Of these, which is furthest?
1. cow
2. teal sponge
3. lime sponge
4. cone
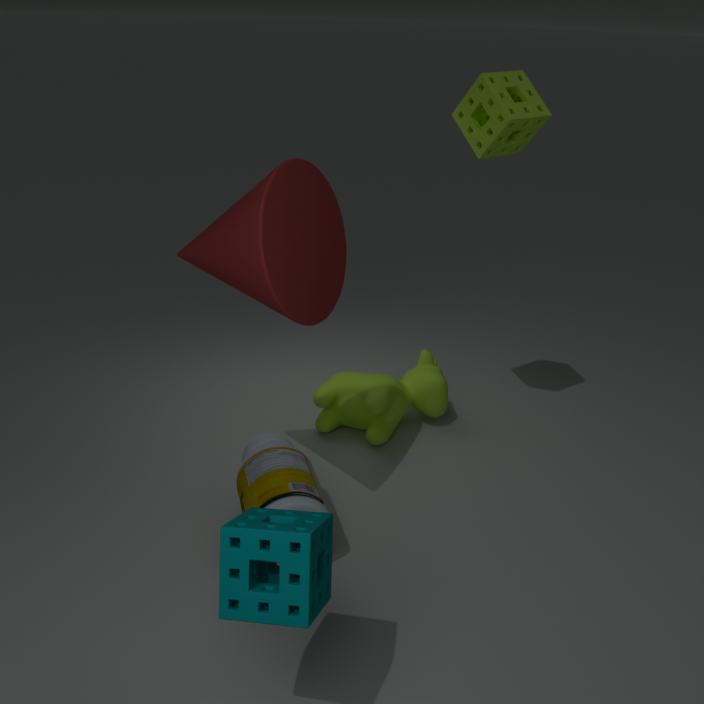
cow
